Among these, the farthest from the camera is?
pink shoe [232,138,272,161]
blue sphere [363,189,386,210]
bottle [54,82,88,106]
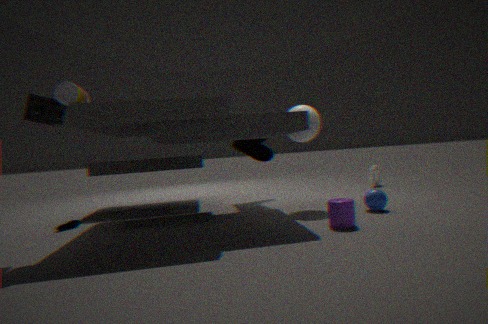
pink shoe [232,138,272,161]
